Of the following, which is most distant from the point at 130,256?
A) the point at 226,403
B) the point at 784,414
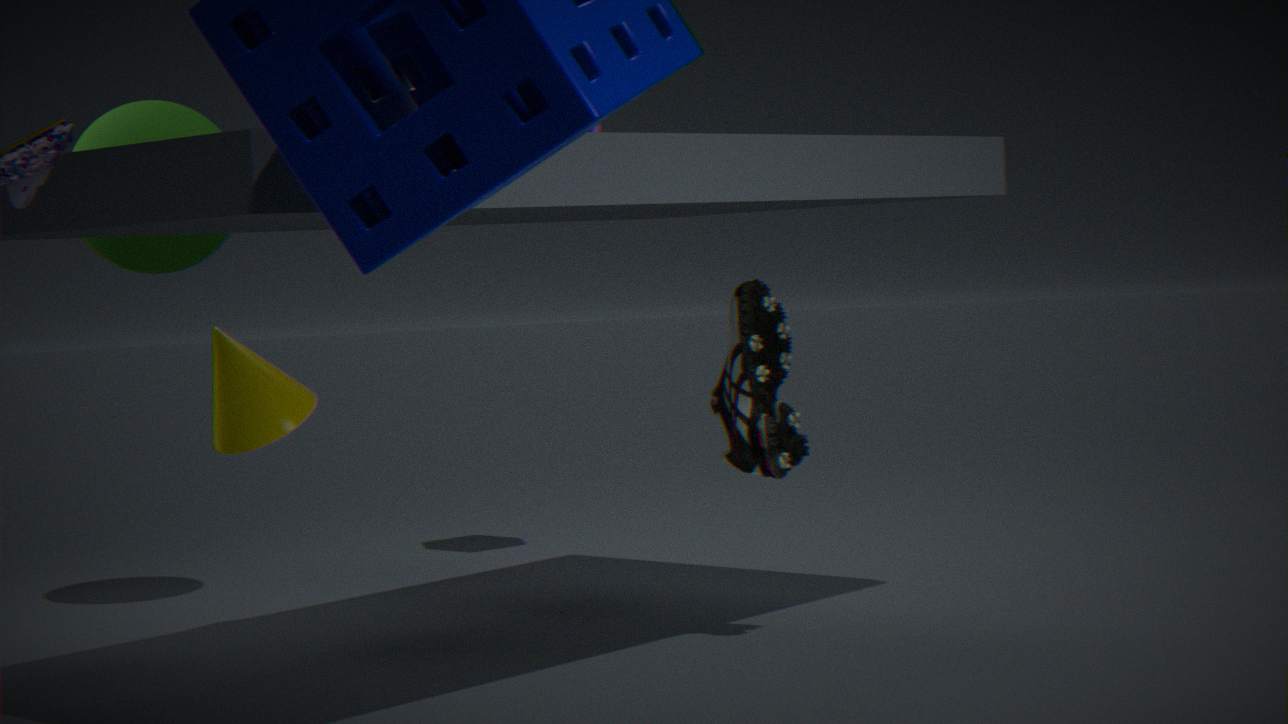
the point at 784,414
